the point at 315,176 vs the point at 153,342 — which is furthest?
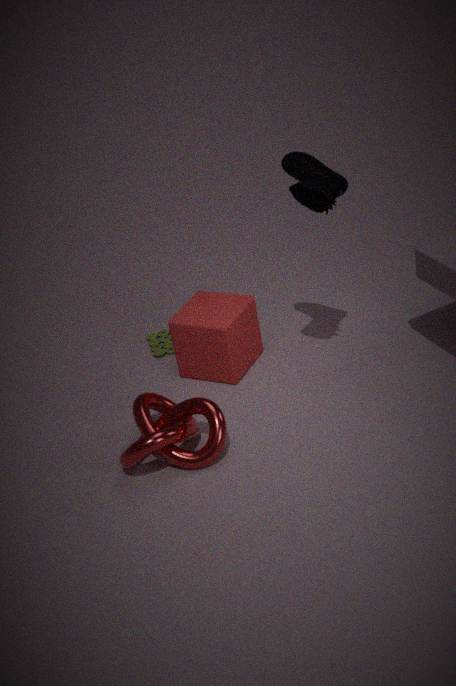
the point at 153,342
